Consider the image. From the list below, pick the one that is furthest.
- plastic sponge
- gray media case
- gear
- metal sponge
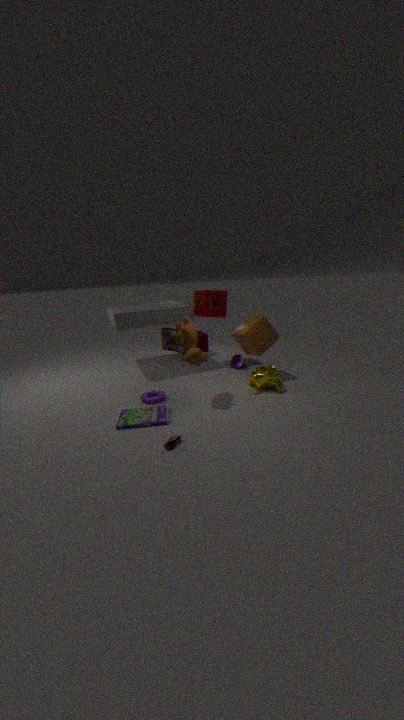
metal sponge
